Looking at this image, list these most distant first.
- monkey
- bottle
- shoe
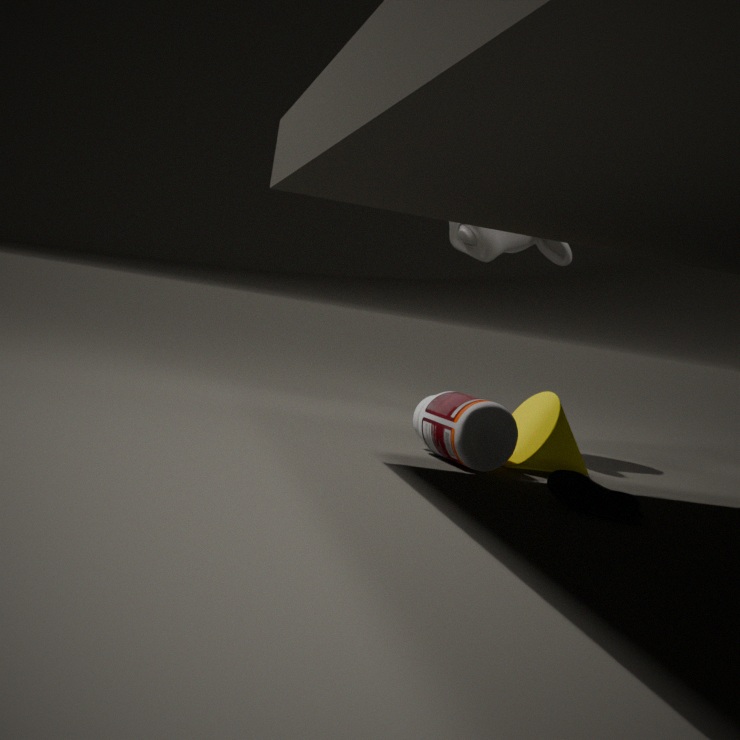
monkey → bottle → shoe
